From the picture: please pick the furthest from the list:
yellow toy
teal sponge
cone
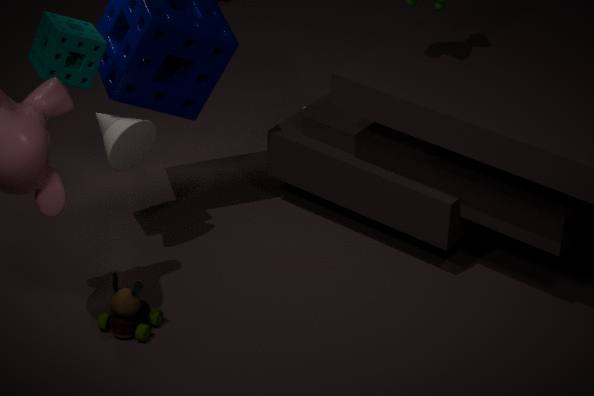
cone
